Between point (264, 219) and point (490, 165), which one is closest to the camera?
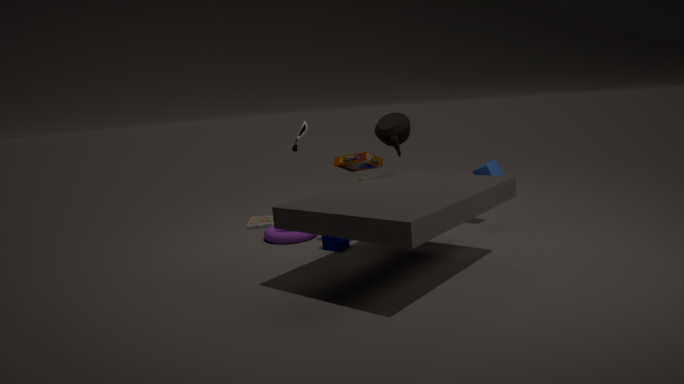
point (490, 165)
